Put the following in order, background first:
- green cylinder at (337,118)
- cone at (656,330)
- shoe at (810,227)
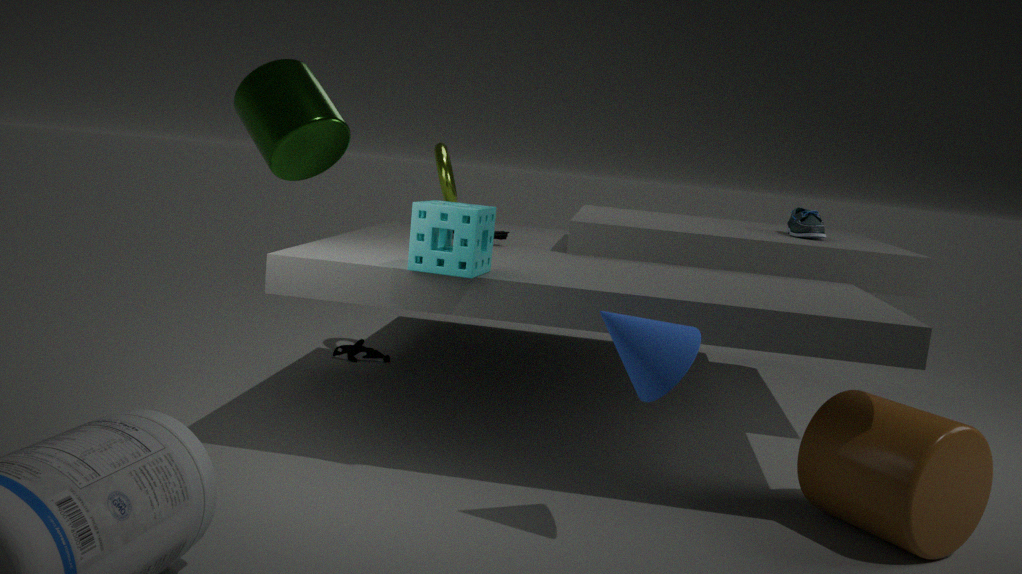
shoe at (810,227) < cone at (656,330) < green cylinder at (337,118)
